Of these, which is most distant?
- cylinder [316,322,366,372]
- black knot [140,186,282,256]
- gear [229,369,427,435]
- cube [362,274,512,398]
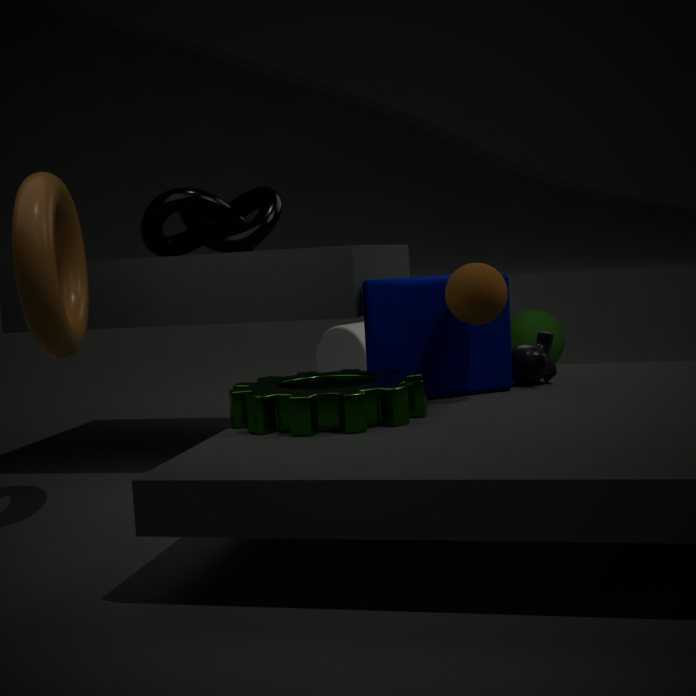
cylinder [316,322,366,372]
